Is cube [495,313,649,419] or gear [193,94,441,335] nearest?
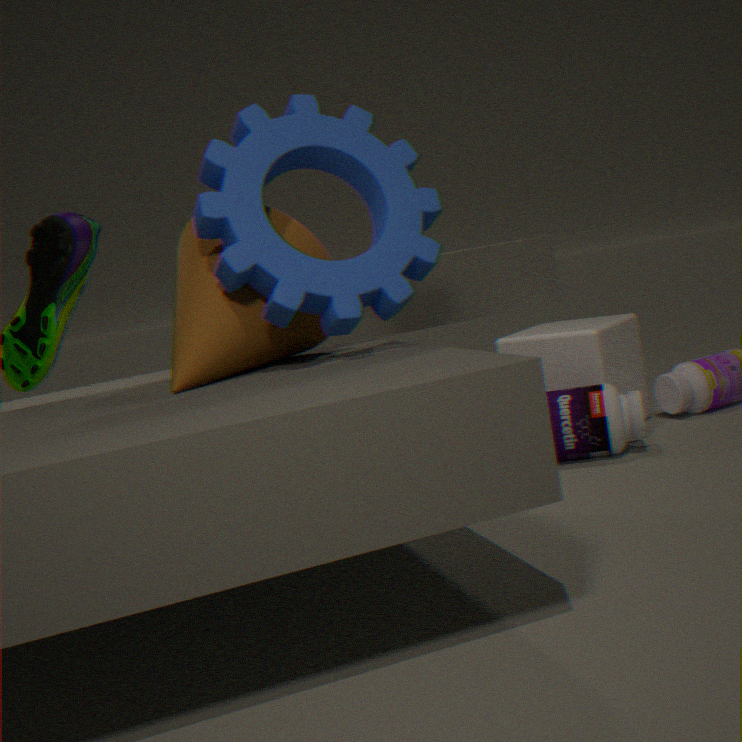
gear [193,94,441,335]
